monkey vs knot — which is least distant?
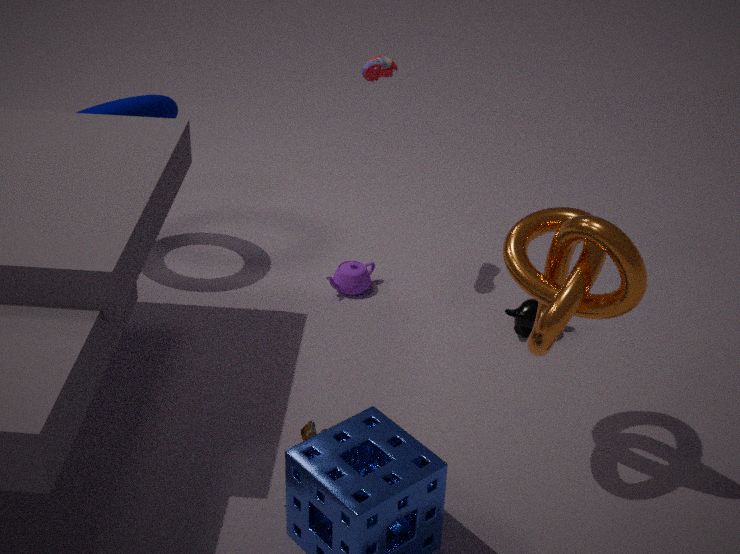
knot
